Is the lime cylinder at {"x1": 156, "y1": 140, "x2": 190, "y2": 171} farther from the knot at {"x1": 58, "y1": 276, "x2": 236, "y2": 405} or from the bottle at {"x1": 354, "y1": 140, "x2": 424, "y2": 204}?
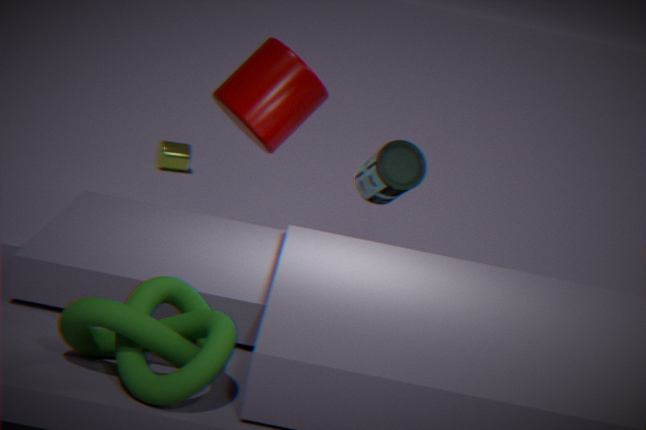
the knot at {"x1": 58, "y1": 276, "x2": 236, "y2": 405}
